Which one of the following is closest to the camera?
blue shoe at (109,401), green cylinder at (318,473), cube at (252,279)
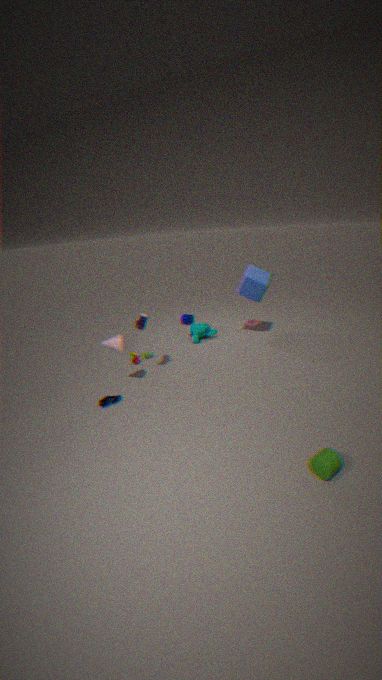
green cylinder at (318,473)
